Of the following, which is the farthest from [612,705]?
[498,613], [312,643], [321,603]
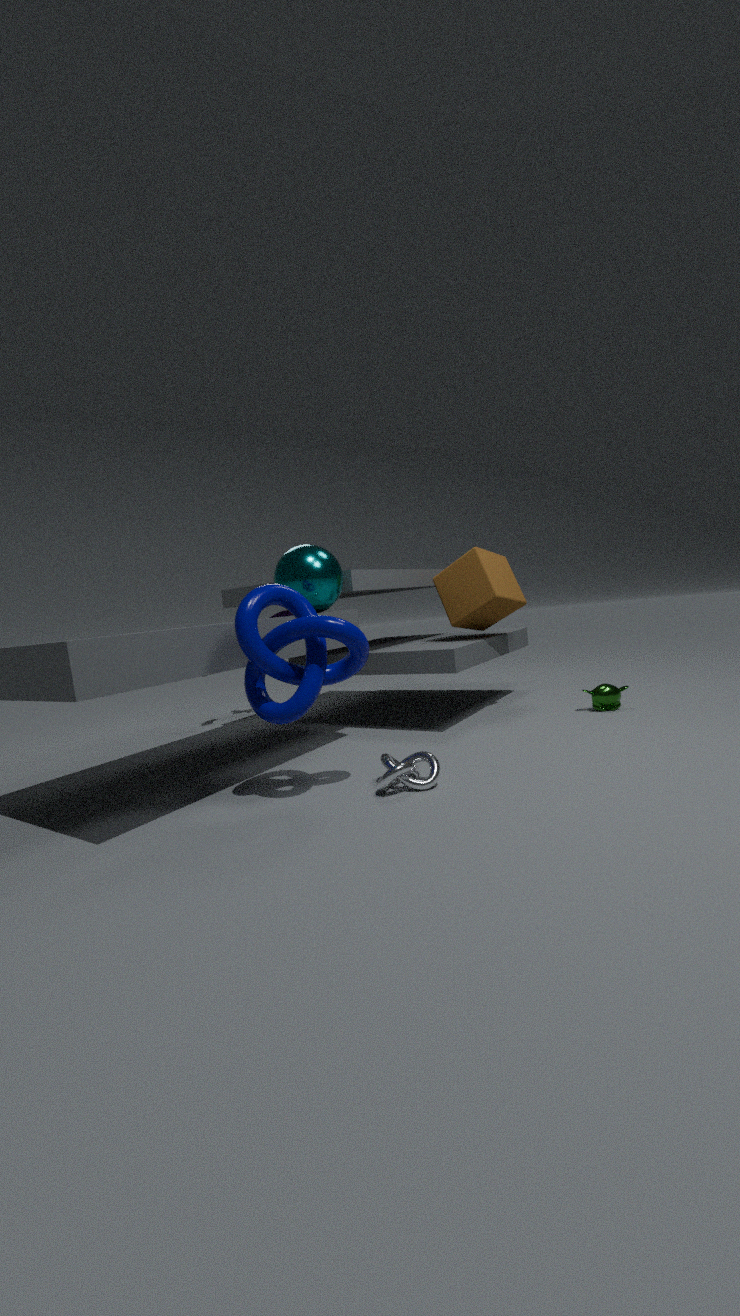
[312,643]
